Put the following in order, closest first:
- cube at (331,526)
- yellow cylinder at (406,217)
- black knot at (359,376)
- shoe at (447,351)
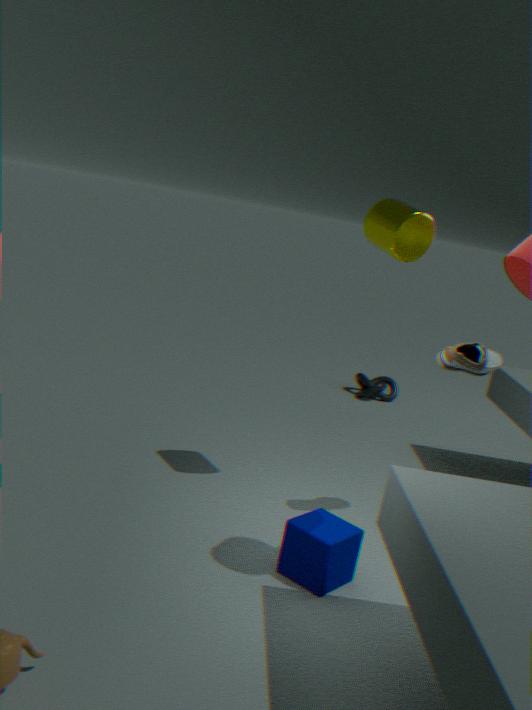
cube at (331,526) < yellow cylinder at (406,217) < shoe at (447,351) < black knot at (359,376)
